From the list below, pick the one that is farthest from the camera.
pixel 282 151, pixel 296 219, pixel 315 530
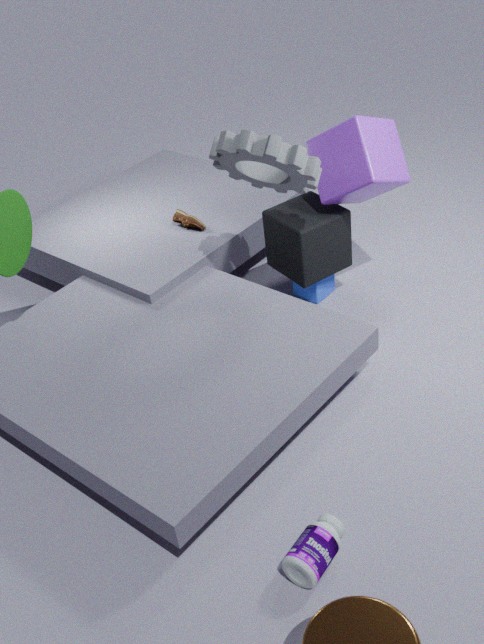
pixel 296 219
